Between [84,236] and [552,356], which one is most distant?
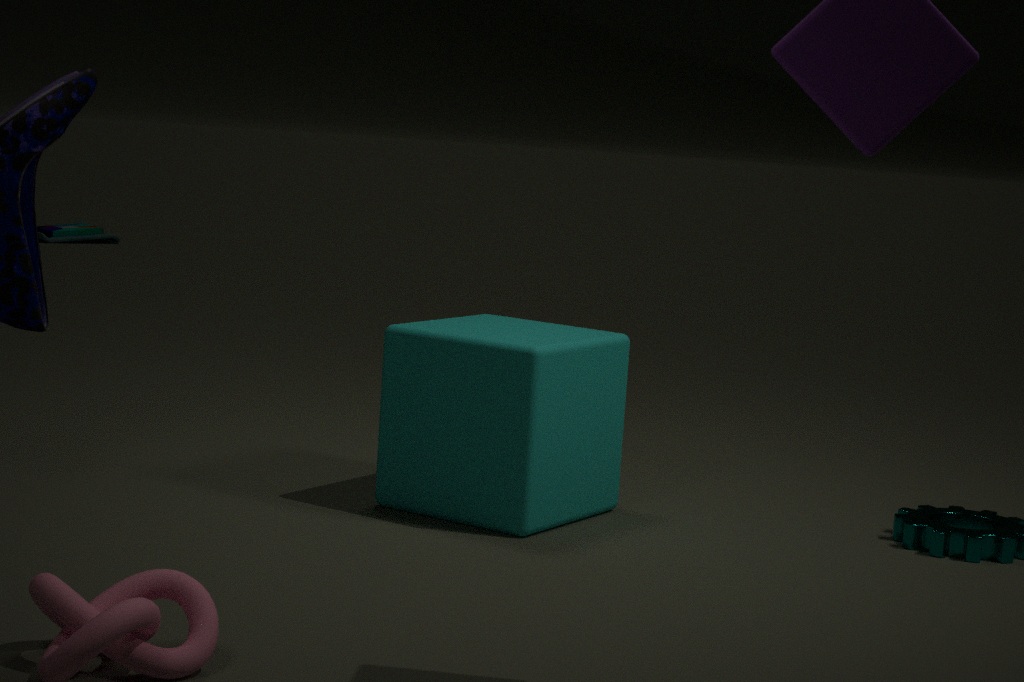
[84,236]
